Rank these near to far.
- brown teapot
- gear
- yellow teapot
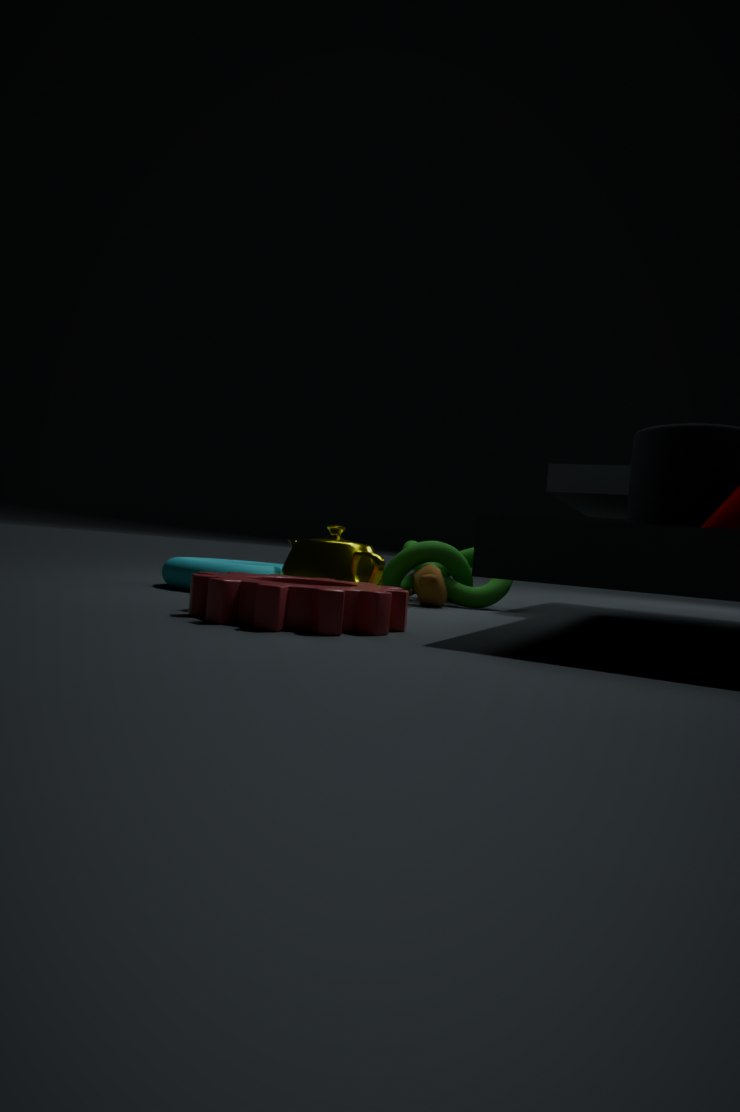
gear < yellow teapot < brown teapot
